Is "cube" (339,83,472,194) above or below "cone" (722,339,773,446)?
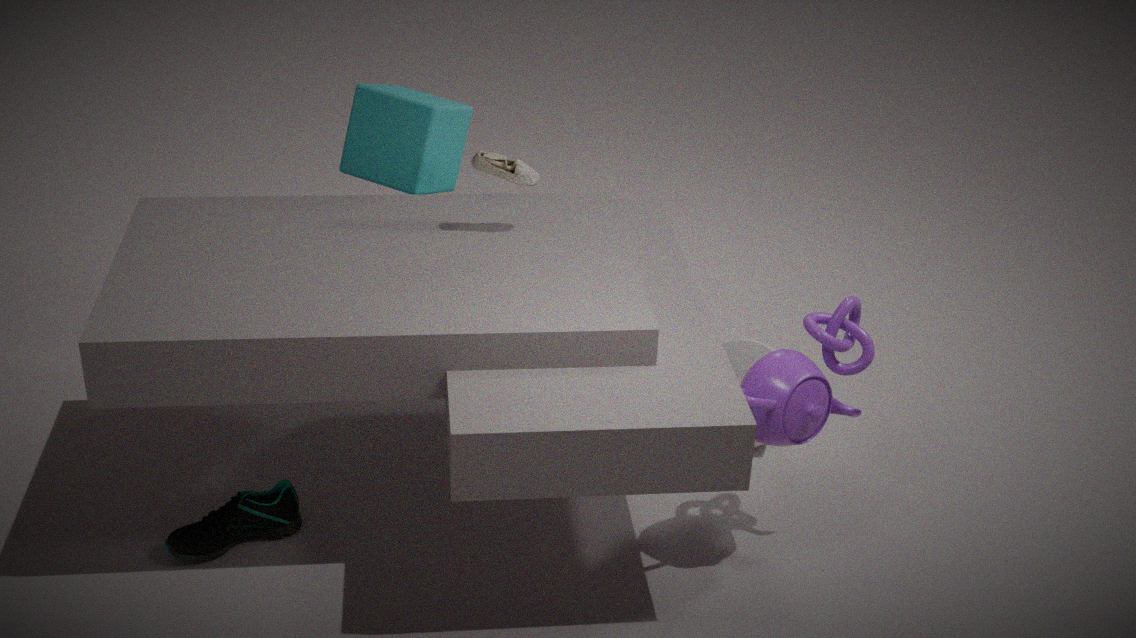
above
